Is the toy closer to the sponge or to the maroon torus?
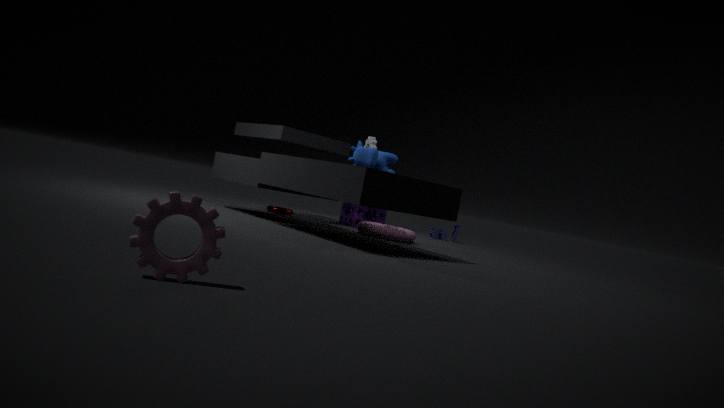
the sponge
